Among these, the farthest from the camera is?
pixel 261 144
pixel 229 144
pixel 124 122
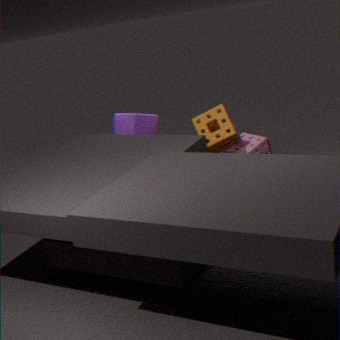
pixel 124 122
